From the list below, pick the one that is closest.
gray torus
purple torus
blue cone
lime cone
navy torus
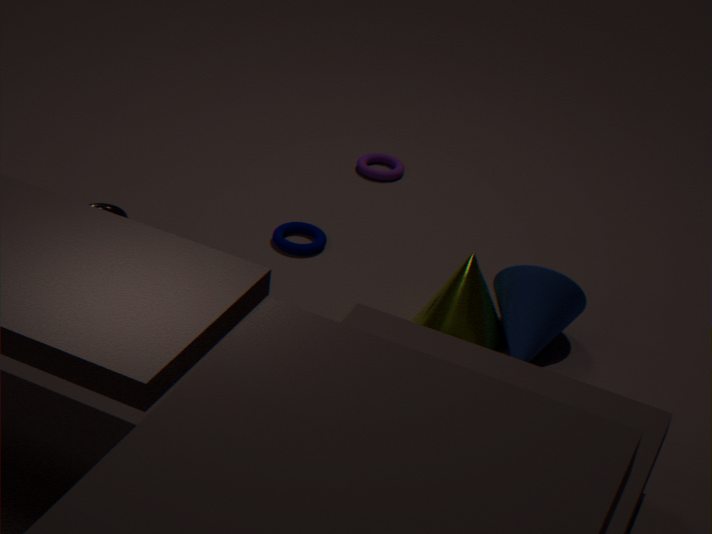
lime cone
